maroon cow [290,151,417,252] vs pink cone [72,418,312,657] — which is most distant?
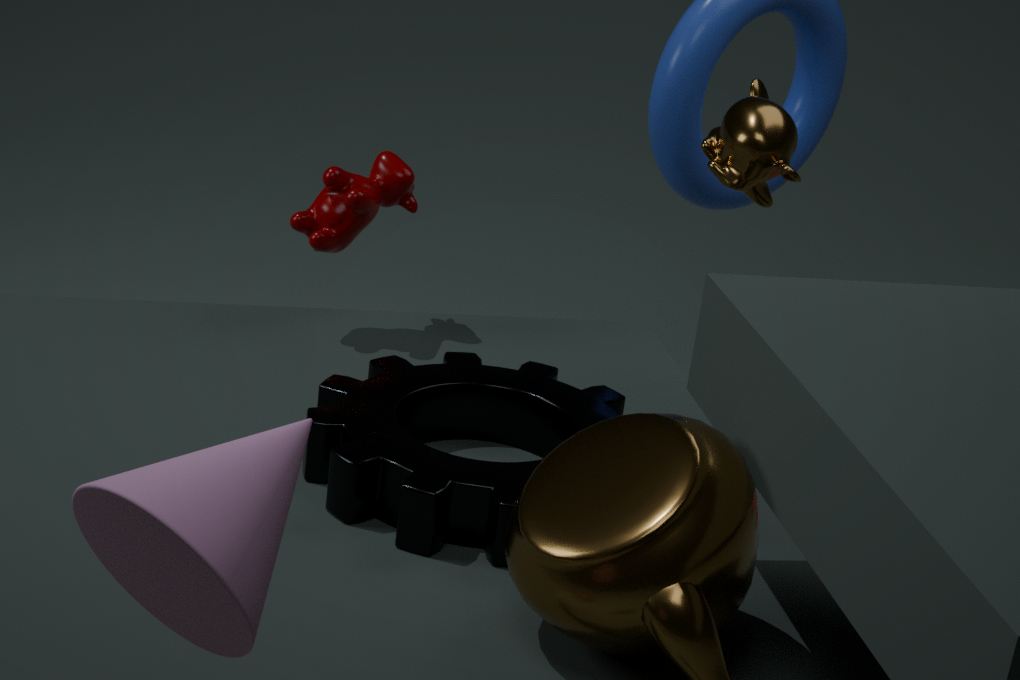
maroon cow [290,151,417,252]
